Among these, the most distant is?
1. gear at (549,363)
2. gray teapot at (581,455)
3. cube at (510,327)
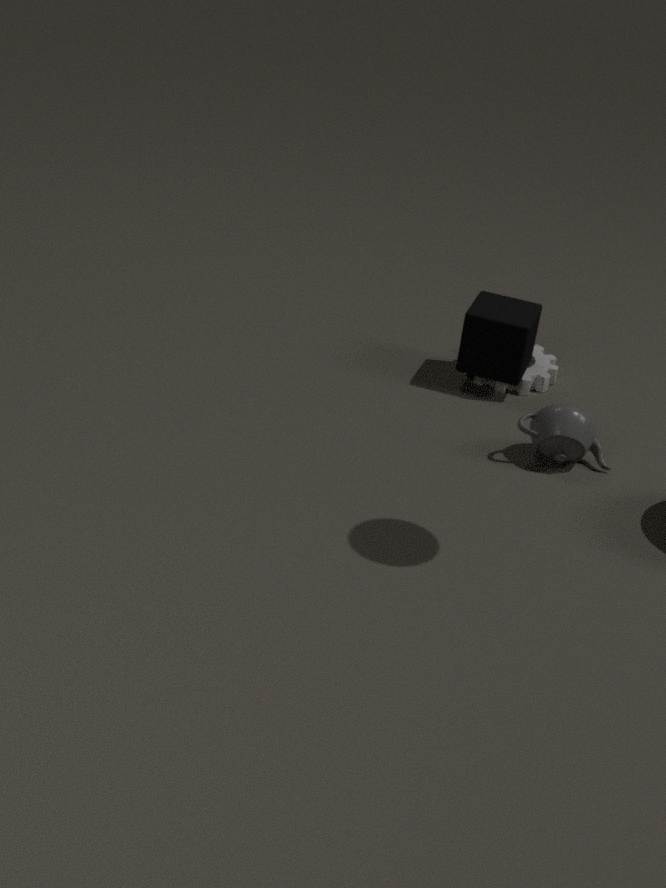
gear at (549,363)
